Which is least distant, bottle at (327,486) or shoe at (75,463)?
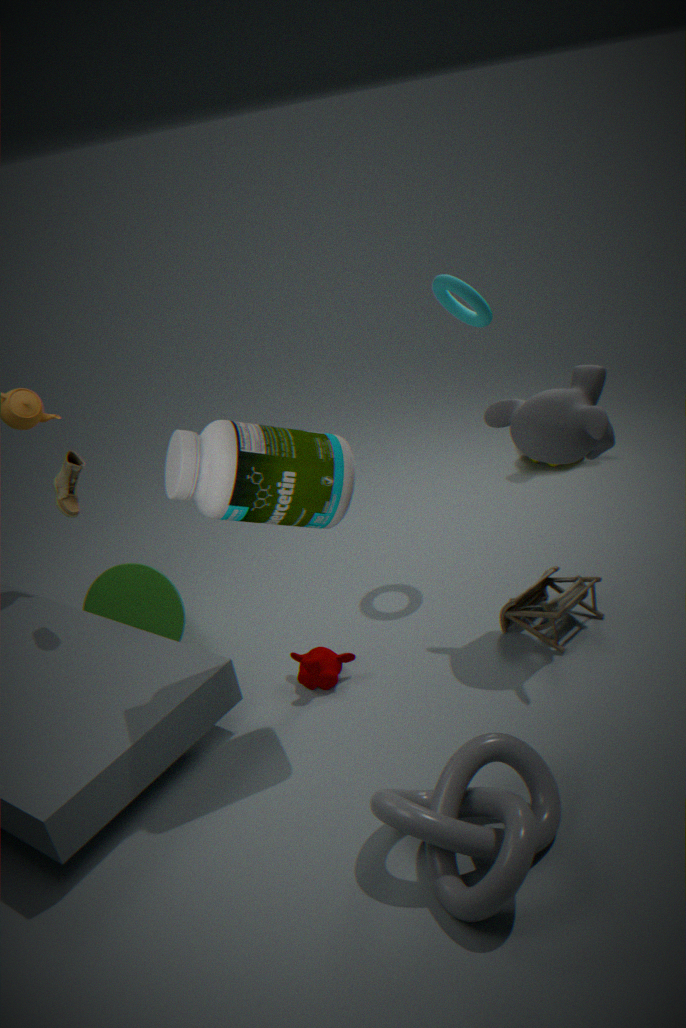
bottle at (327,486)
